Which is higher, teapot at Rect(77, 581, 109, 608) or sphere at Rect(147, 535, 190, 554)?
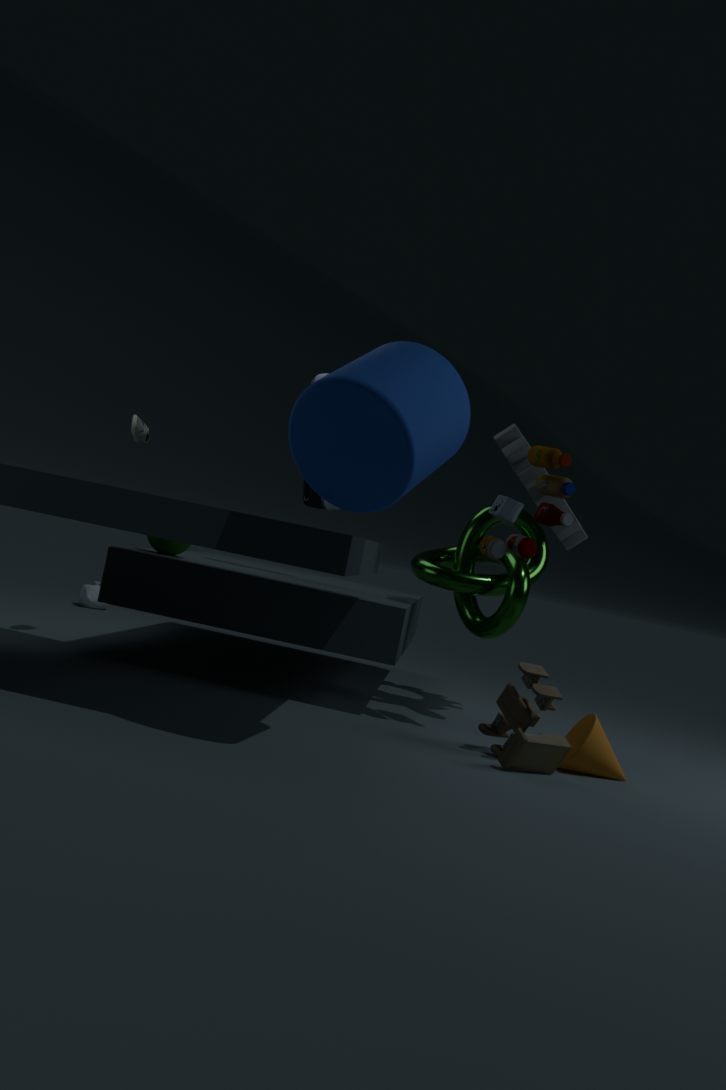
sphere at Rect(147, 535, 190, 554)
